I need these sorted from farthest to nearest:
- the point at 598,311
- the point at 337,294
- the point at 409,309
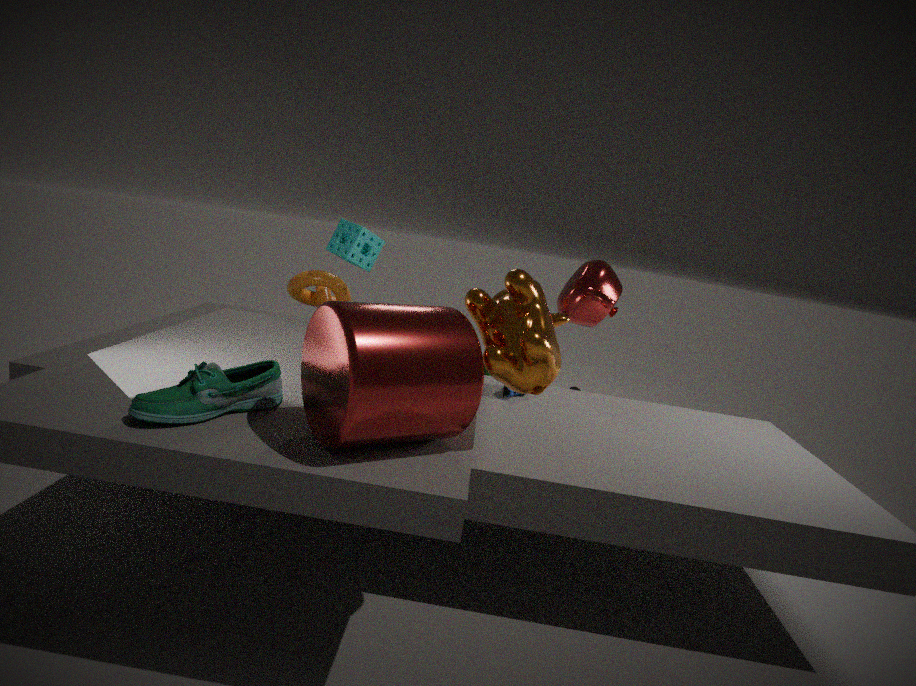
the point at 337,294
the point at 598,311
the point at 409,309
